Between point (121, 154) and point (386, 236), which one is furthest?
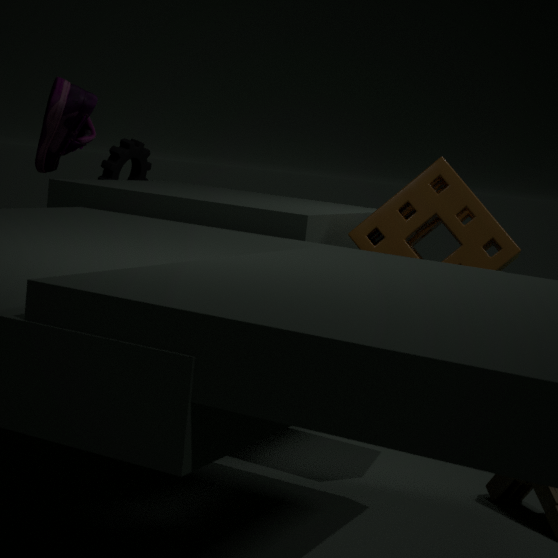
point (121, 154)
